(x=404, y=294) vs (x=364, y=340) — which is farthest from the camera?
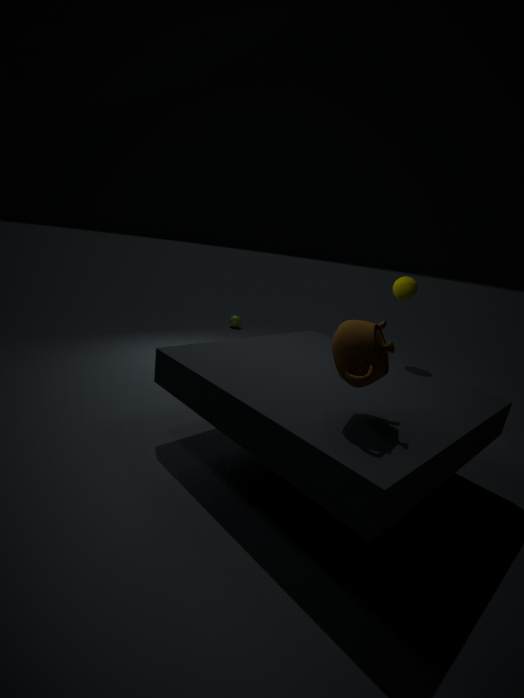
(x=404, y=294)
